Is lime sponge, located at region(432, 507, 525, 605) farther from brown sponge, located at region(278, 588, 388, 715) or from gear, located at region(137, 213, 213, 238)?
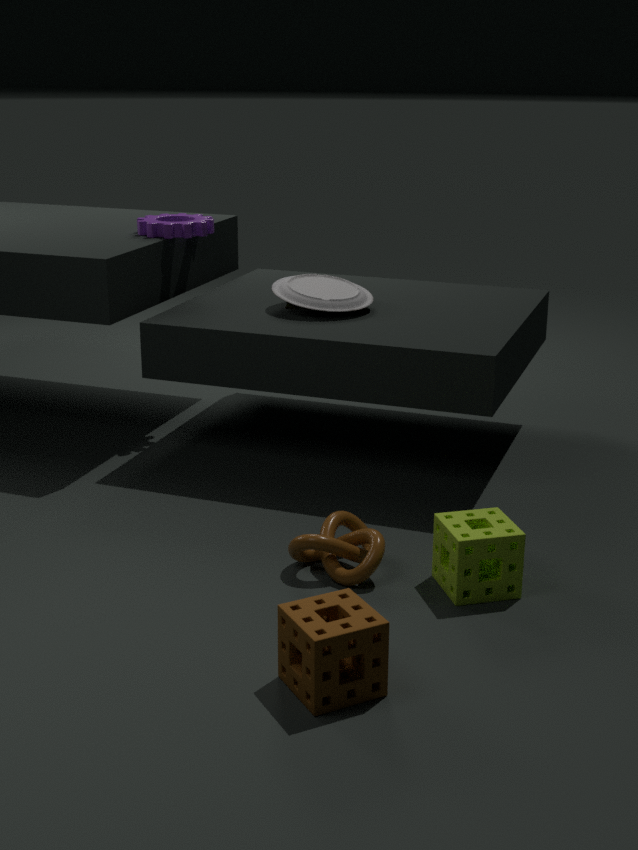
gear, located at region(137, 213, 213, 238)
